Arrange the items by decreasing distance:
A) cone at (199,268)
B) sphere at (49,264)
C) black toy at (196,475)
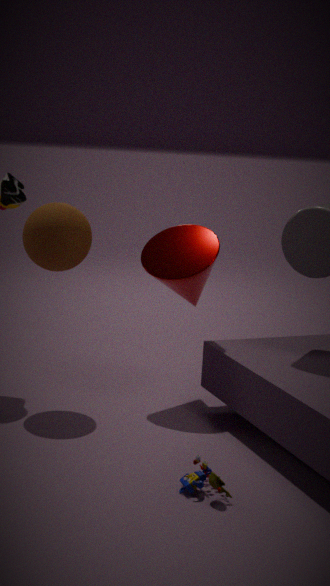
1. cone at (199,268)
2. sphere at (49,264)
3. black toy at (196,475)
